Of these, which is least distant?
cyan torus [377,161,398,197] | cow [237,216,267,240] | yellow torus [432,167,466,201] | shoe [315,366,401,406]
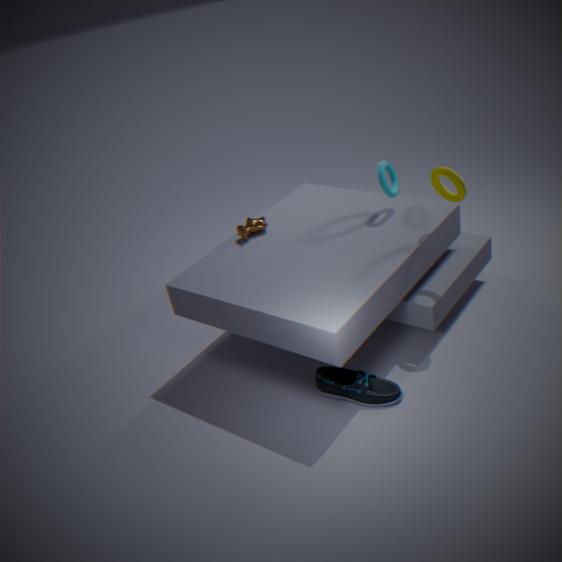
shoe [315,366,401,406]
